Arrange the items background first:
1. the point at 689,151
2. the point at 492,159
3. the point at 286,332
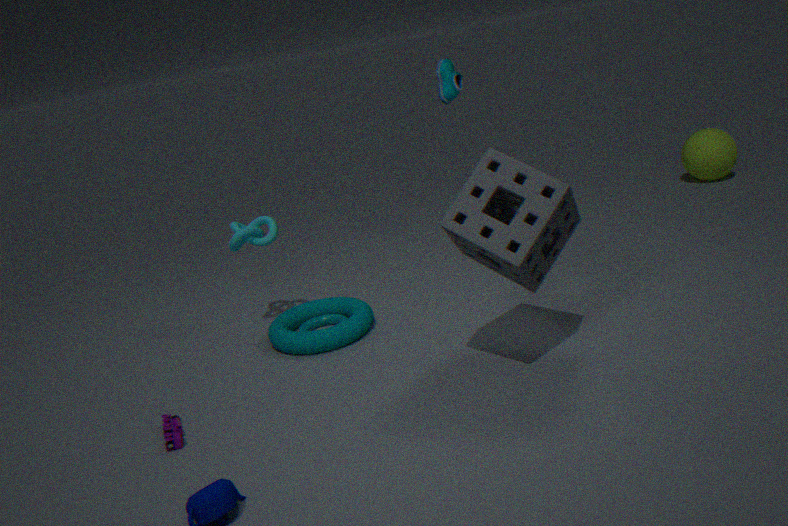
the point at 689,151
the point at 286,332
the point at 492,159
